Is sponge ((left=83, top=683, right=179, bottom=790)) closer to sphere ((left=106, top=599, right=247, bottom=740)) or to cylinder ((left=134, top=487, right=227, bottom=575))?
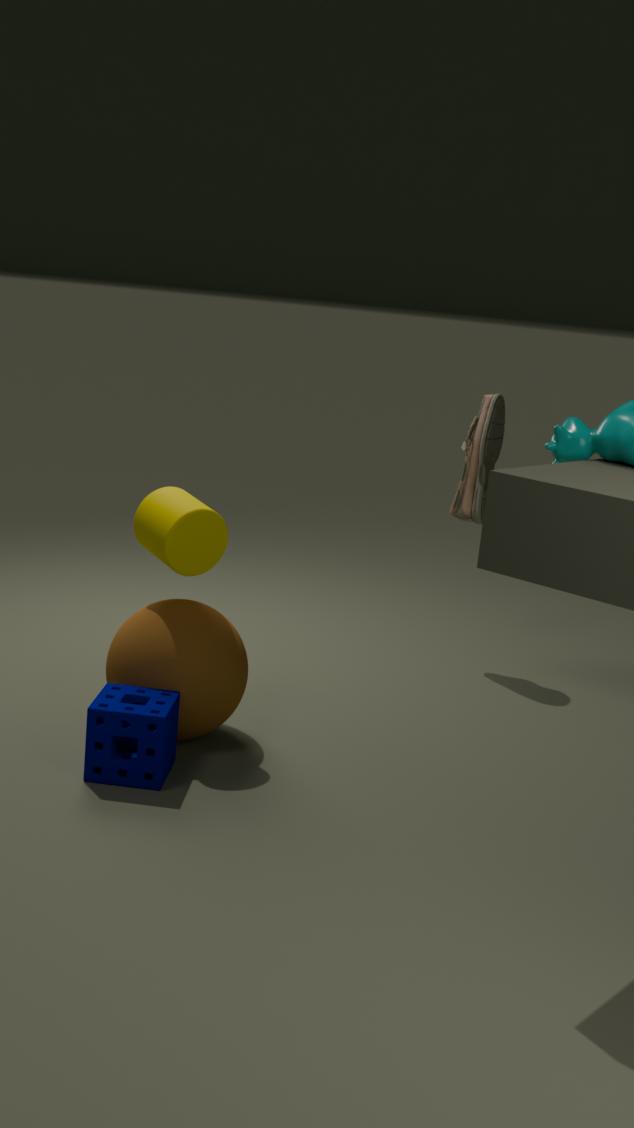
sphere ((left=106, top=599, right=247, bottom=740))
